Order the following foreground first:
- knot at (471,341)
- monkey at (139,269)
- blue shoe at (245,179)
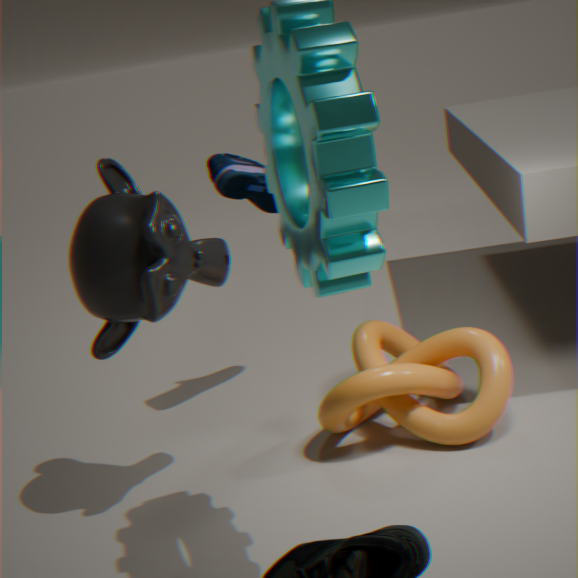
monkey at (139,269) → knot at (471,341) → blue shoe at (245,179)
